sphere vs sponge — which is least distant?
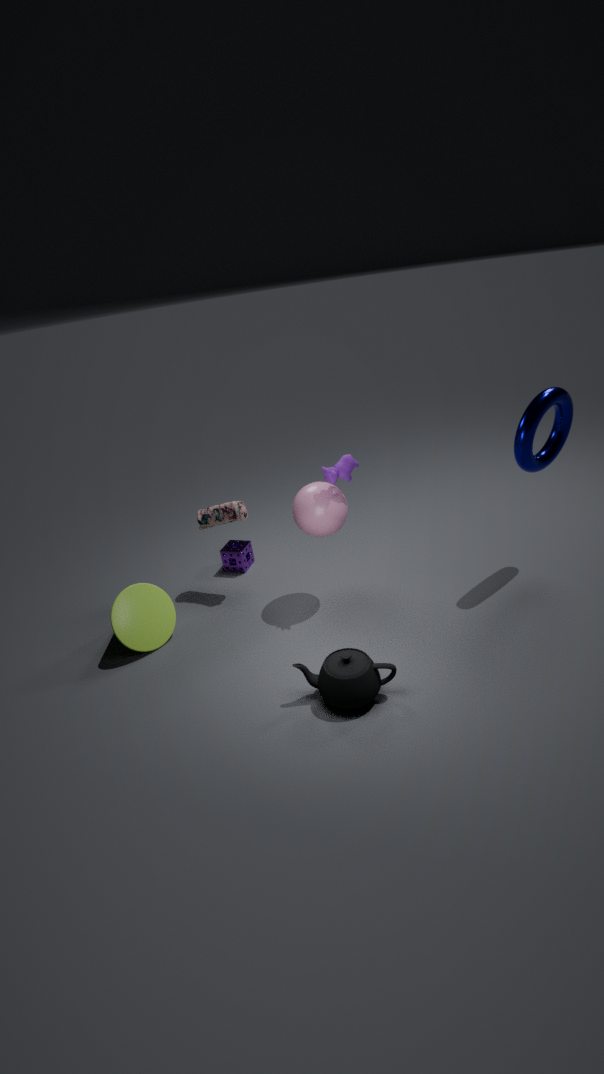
sphere
